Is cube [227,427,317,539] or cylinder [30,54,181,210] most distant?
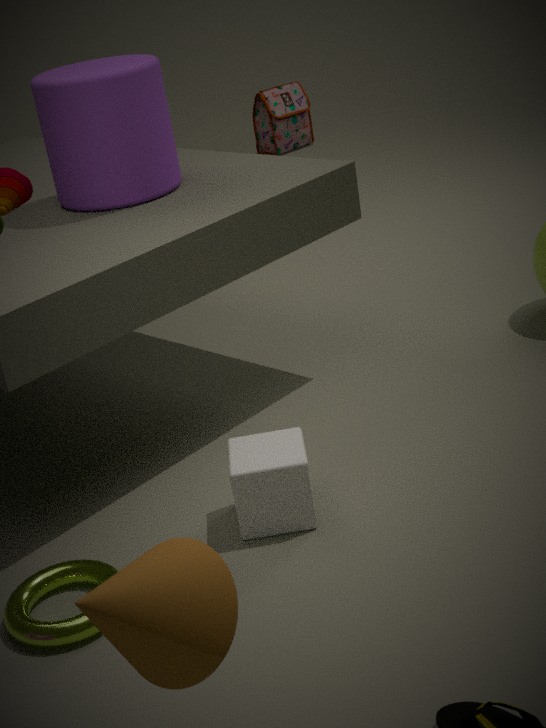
cylinder [30,54,181,210]
